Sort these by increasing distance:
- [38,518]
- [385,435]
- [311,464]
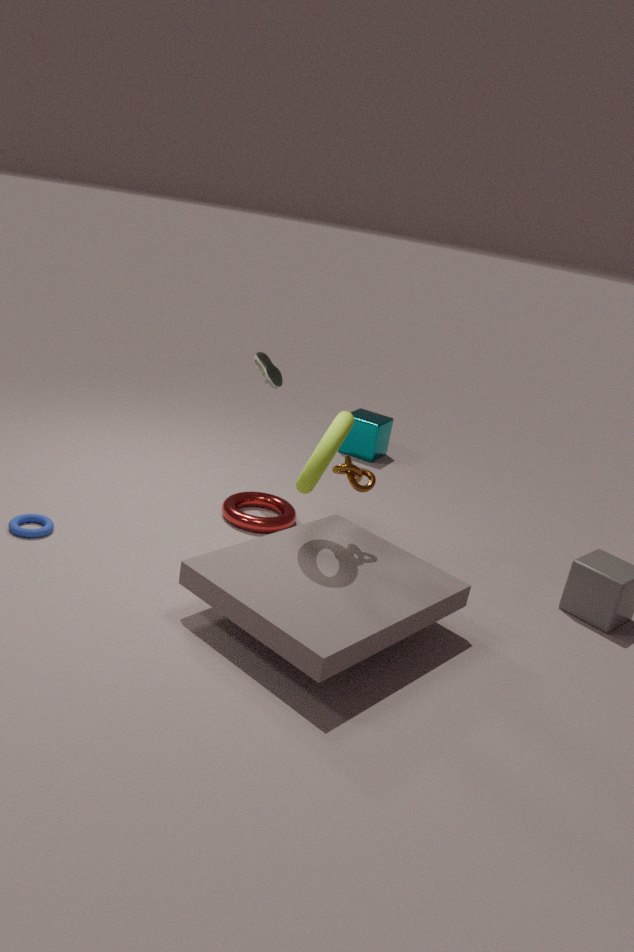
1. [311,464]
2. [38,518]
3. [385,435]
